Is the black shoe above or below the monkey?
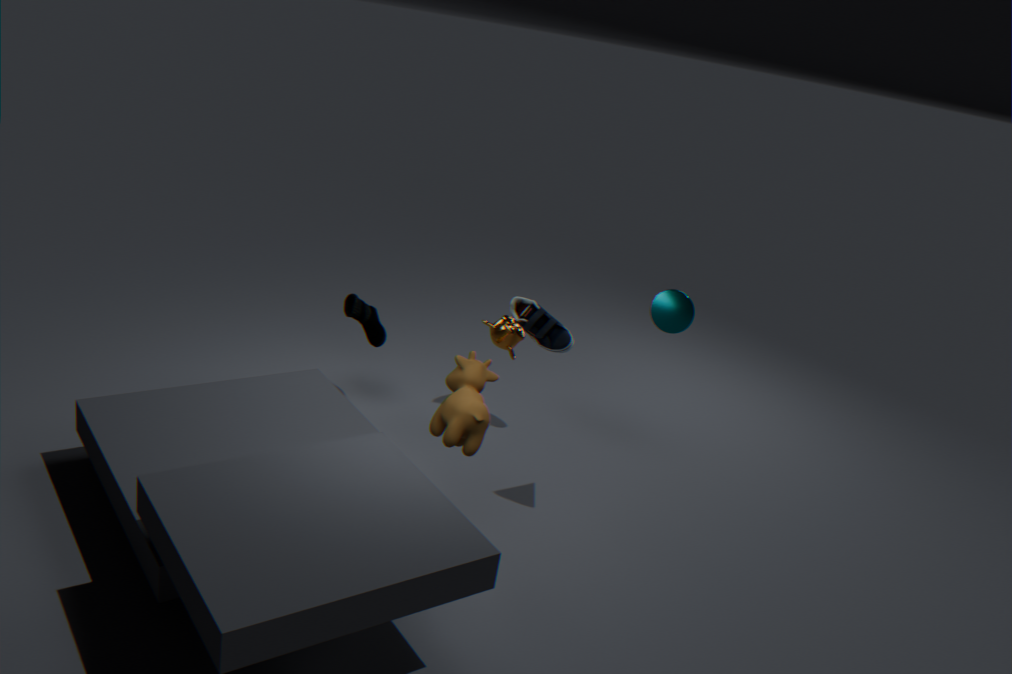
below
